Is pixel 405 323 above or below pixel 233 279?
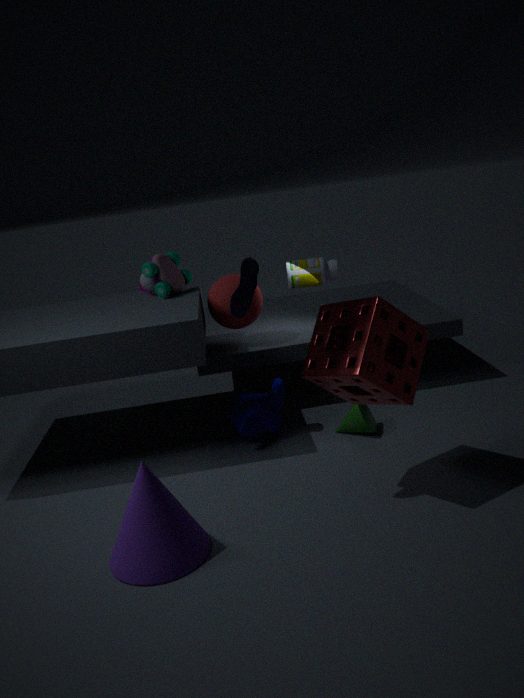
below
